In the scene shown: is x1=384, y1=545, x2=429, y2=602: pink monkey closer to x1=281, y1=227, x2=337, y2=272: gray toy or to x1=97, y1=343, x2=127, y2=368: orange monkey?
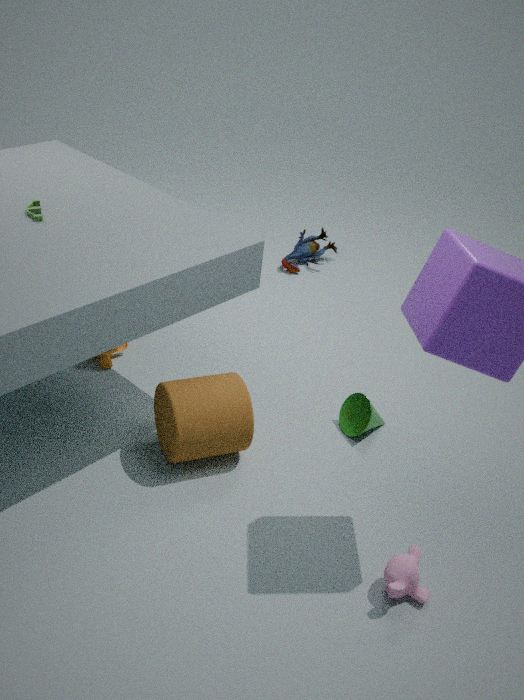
x1=97, y1=343, x2=127, y2=368: orange monkey
